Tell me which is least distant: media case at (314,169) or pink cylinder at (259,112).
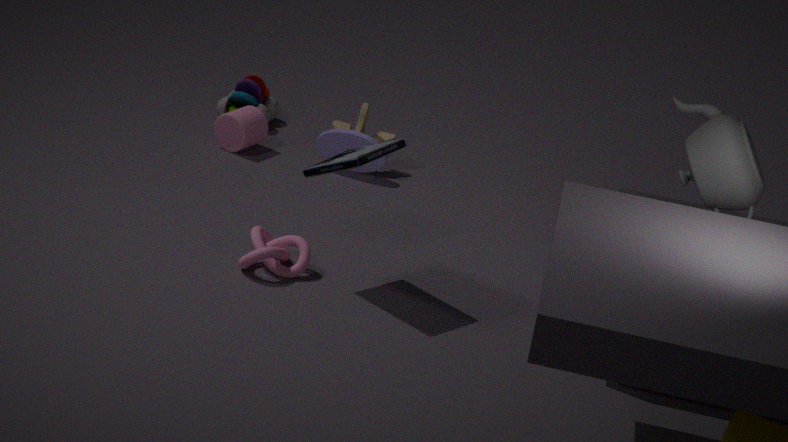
media case at (314,169)
